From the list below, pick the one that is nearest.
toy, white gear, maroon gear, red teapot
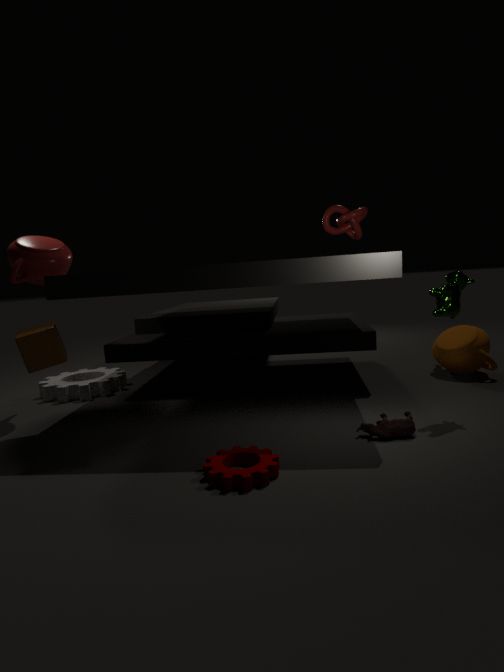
maroon gear
